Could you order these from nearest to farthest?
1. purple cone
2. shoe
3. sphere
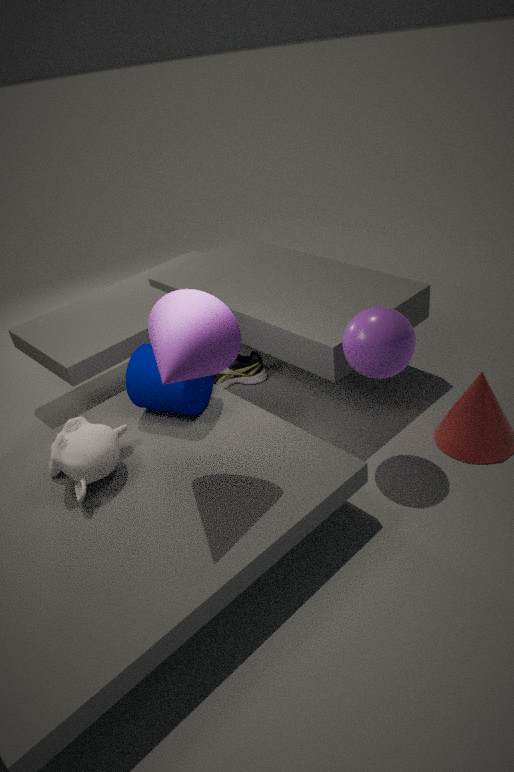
1. purple cone
2. sphere
3. shoe
